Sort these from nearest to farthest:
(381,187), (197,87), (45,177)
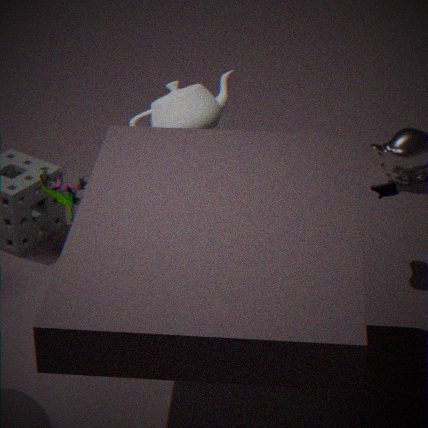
(197,87), (381,187), (45,177)
